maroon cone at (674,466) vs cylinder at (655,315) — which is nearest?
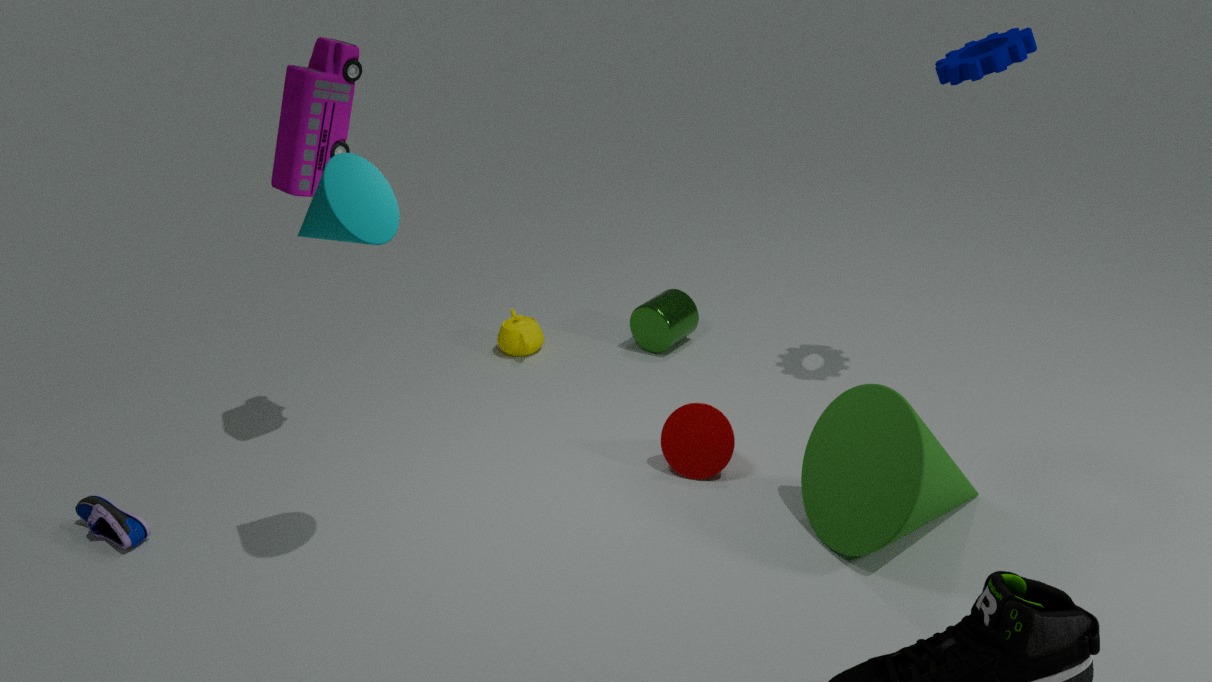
maroon cone at (674,466)
